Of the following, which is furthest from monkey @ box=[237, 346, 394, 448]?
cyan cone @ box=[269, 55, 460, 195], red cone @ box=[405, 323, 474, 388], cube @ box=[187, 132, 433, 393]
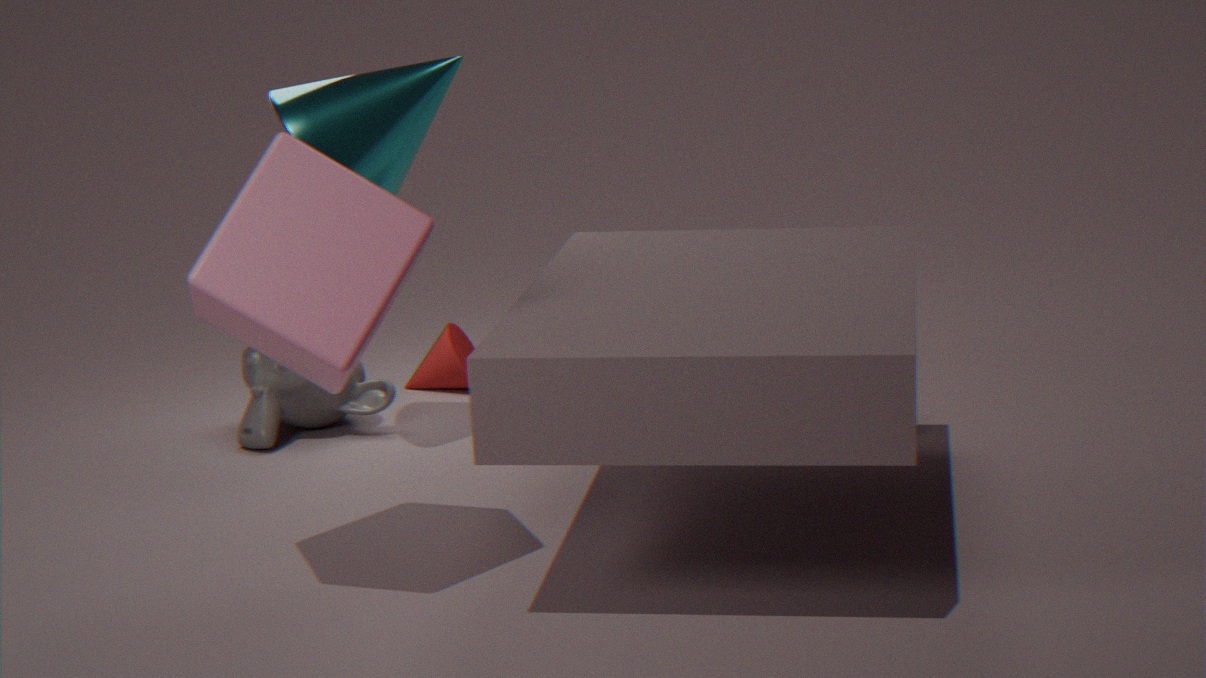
cube @ box=[187, 132, 433, 393]
